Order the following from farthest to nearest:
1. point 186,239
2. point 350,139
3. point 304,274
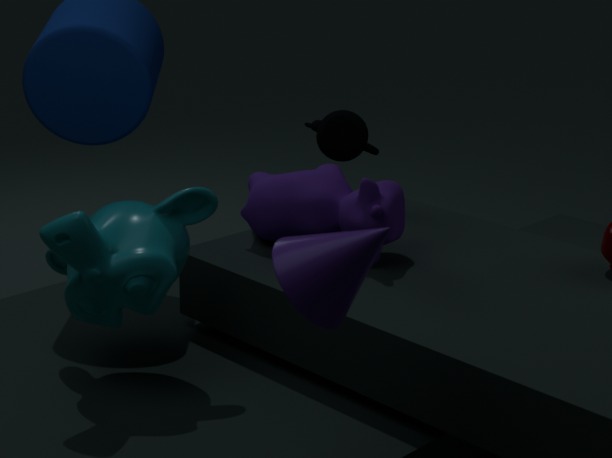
point 350,139
point 186,239
point 304,274
